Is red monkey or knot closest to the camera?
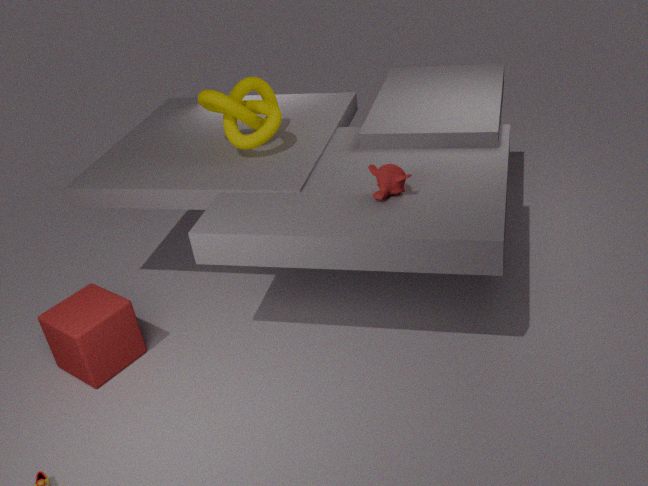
red monkey
